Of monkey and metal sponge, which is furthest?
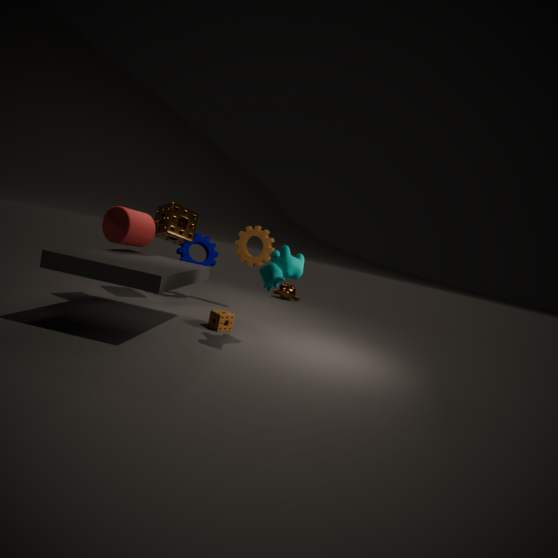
monkey
